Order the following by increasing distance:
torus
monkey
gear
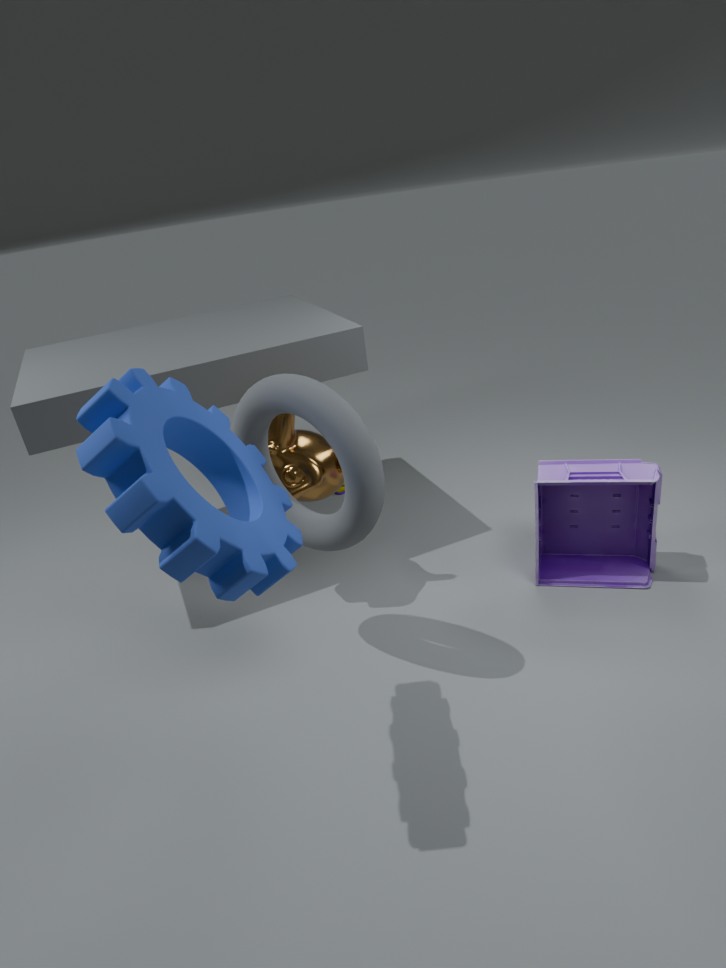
gear → torus → monkey
